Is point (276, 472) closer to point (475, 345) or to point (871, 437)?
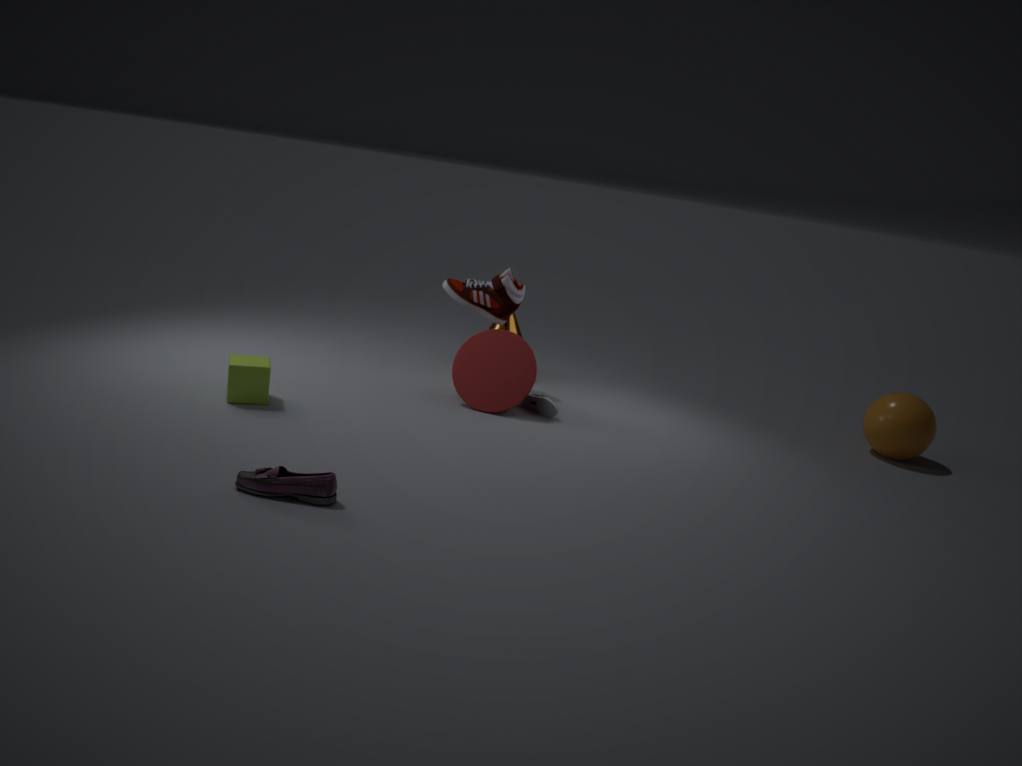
point (475, 345)
